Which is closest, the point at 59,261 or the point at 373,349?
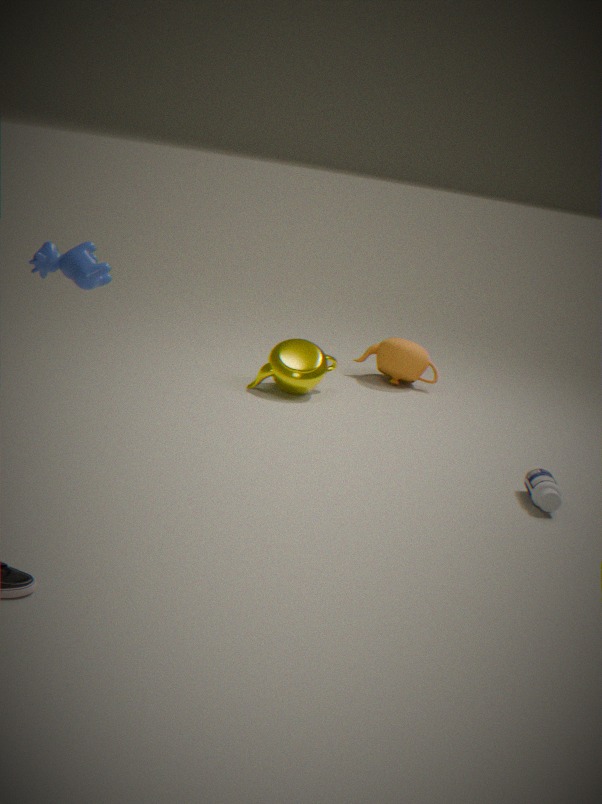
the point at 59,261
